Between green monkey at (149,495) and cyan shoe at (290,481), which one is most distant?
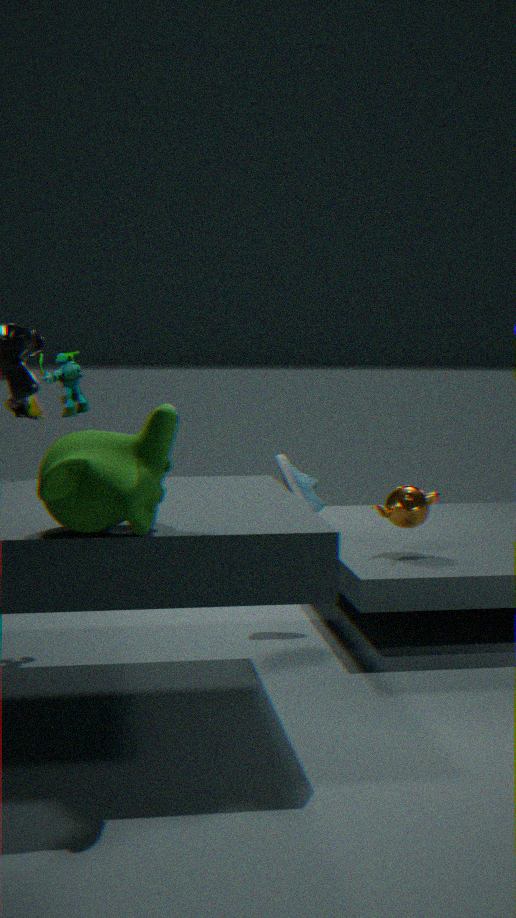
cyan shoe at (290,481)
